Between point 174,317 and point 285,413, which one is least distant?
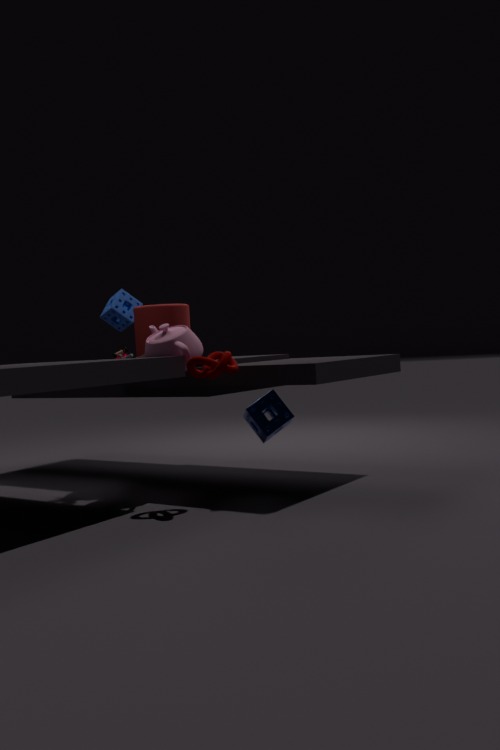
point 285,413
